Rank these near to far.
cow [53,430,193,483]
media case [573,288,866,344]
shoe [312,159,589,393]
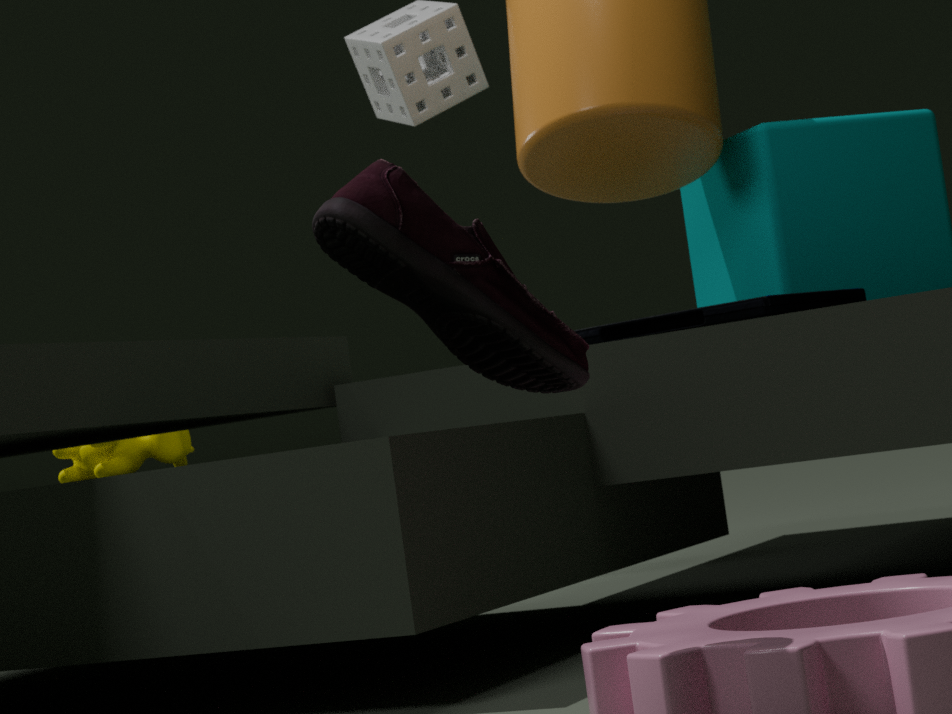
shoe [312,159,589,393] < media case [573,288,866,344] < cow [53,430,193,483]
